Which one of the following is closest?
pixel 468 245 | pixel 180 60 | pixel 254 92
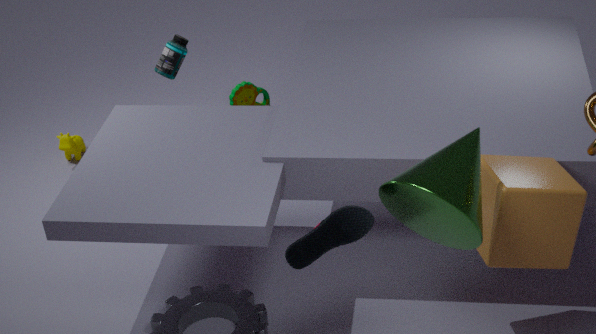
pixel 468 245
